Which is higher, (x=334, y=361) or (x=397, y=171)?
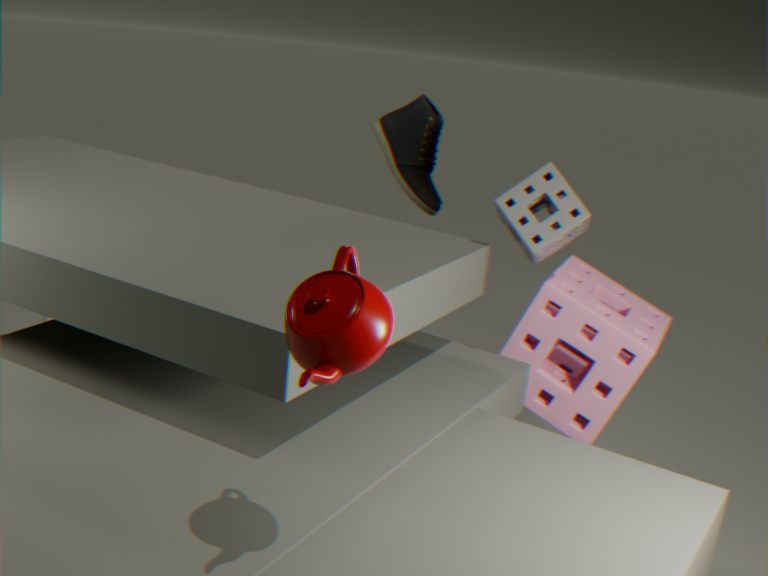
(x=334, y=361)
